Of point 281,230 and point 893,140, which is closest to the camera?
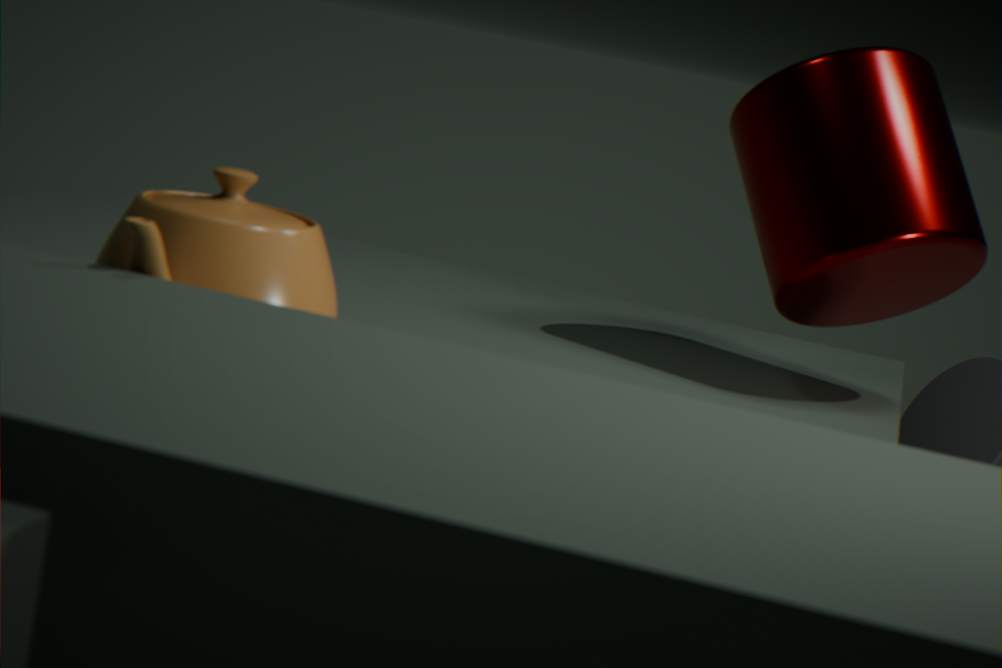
point 281,230
